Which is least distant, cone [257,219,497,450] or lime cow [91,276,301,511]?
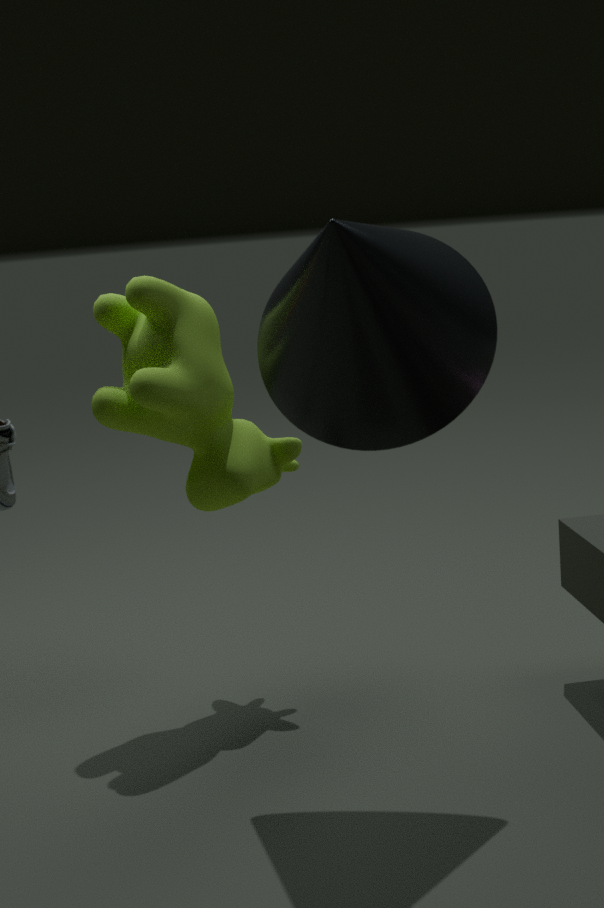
cone [257,219,497,450]
